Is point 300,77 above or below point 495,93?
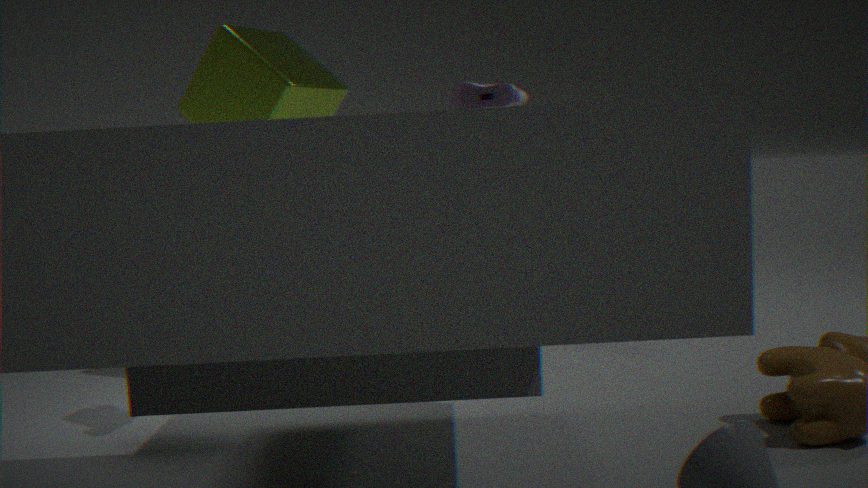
above
